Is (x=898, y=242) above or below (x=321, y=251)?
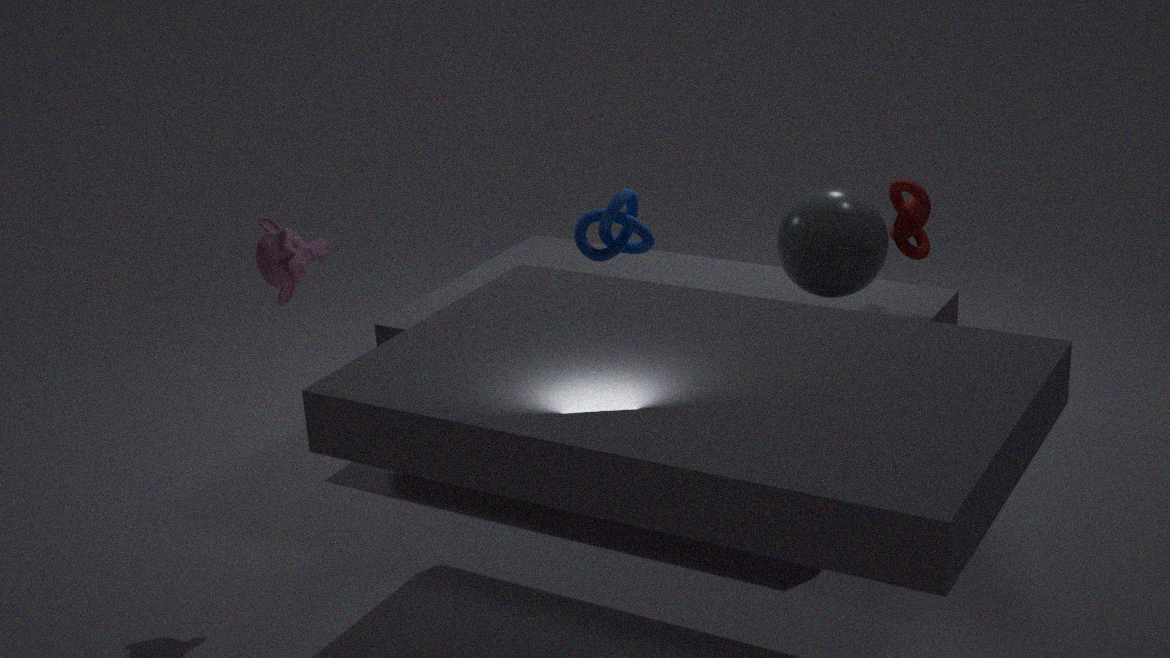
below
